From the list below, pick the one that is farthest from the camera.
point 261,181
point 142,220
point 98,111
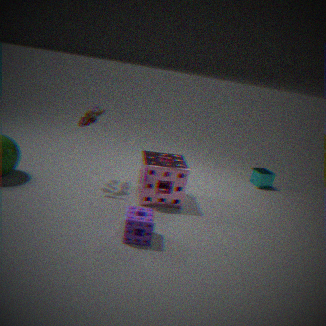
point 261,181
